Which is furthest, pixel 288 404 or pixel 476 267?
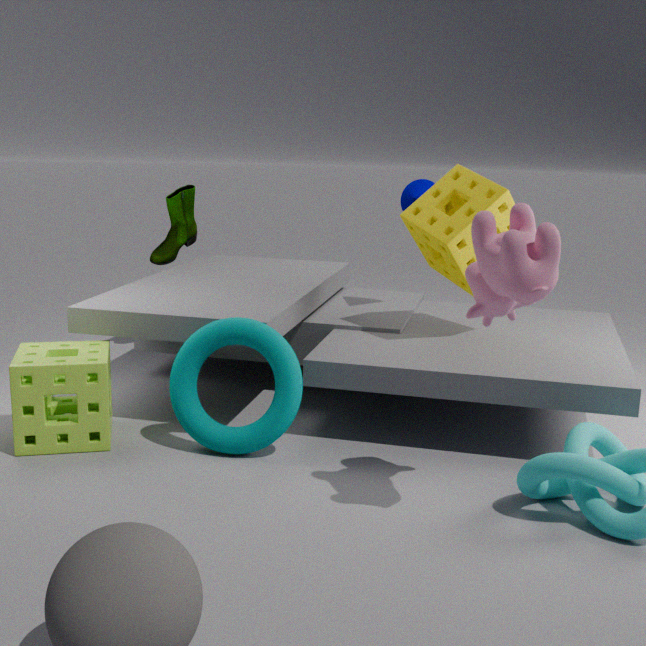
pixel 288 404
